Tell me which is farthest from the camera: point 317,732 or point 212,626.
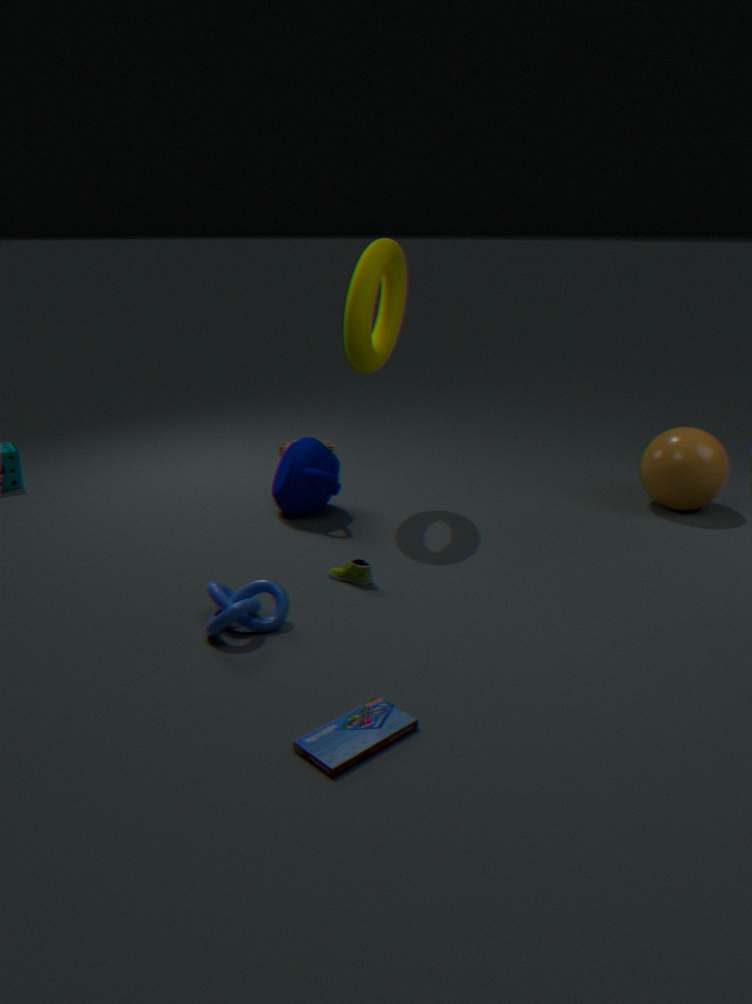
point 212,626
